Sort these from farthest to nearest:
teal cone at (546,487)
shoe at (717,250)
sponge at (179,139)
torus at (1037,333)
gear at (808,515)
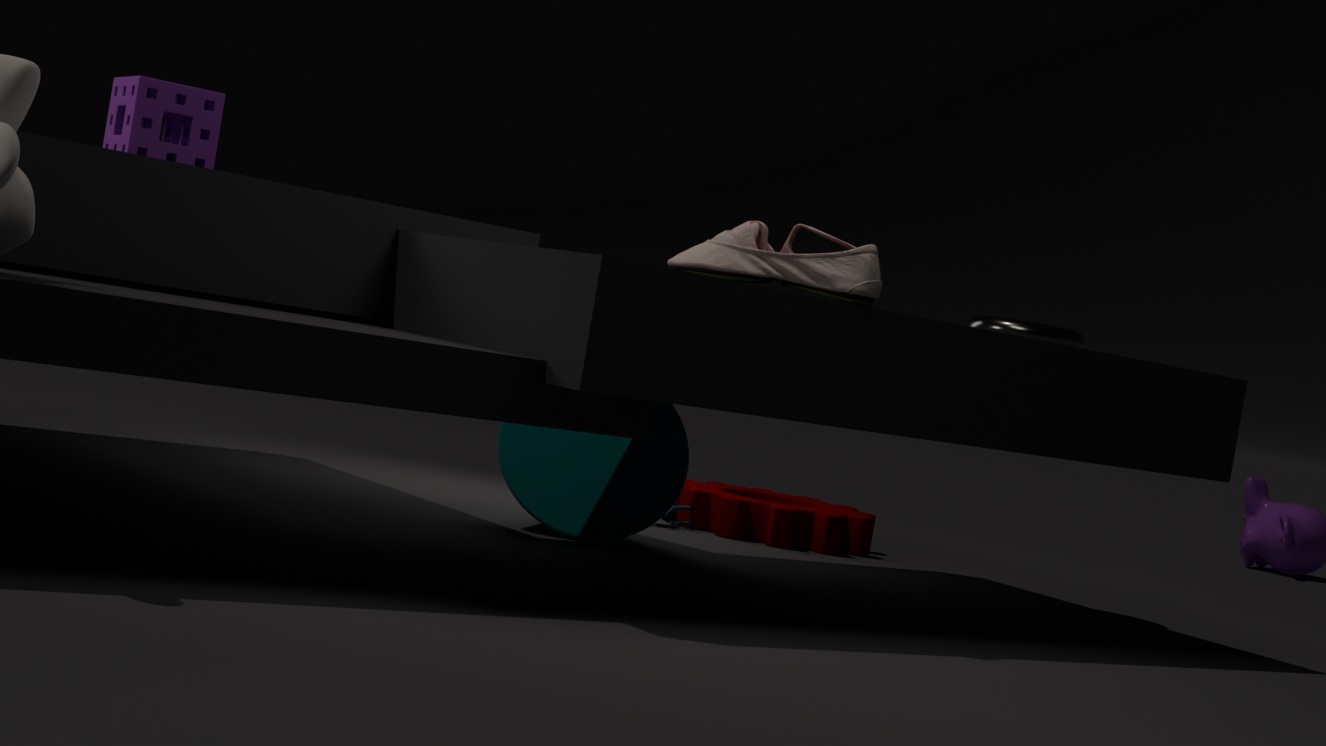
gear at (808,515)
torus at (1037,333)
teal cone at (546,487)
sponge at (179,139)
shoe at (717,250)
